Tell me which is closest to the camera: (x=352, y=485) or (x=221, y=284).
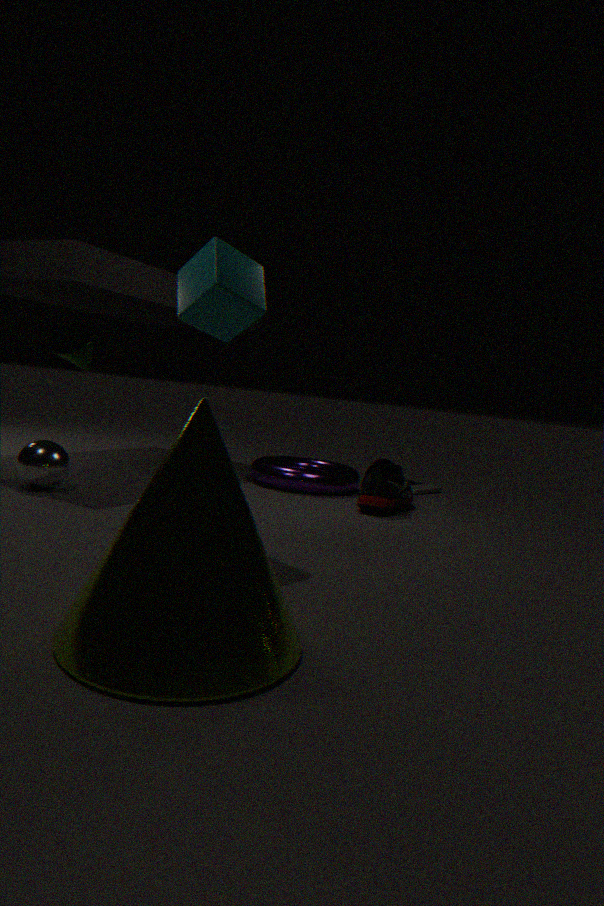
(x=221, y=284)
